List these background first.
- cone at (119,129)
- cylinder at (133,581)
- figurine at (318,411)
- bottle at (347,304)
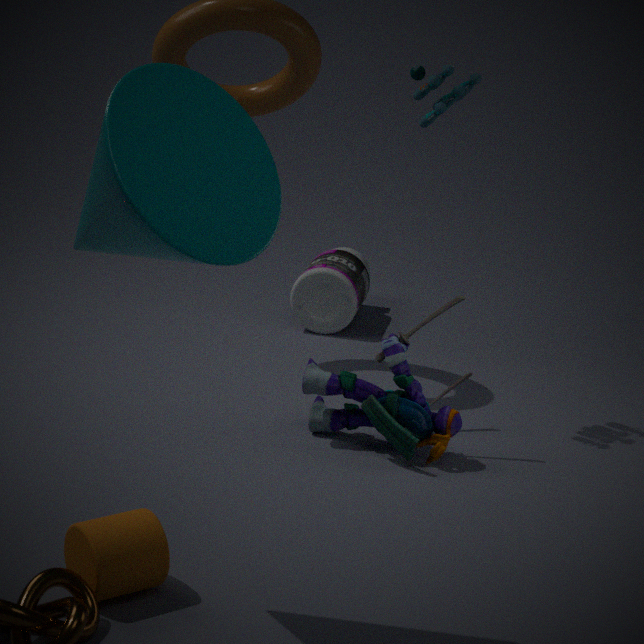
bottle at (347,304)
figurine at (318,411)
cylinder at (133,581)
cone at (119,129)
